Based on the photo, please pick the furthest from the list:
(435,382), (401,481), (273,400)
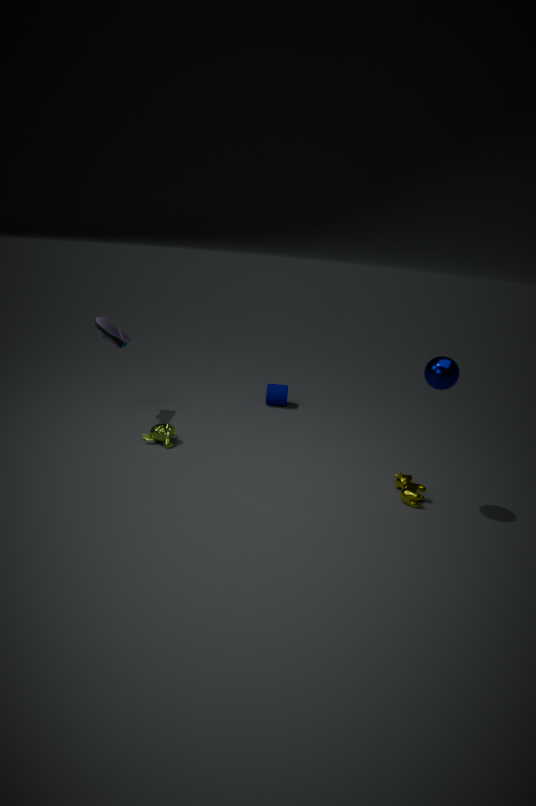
(273,400)
